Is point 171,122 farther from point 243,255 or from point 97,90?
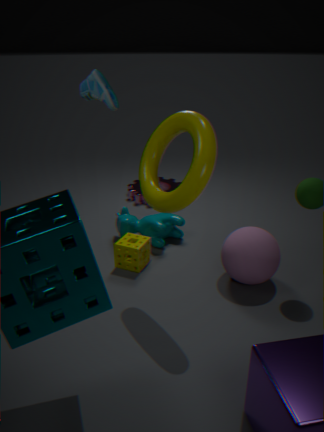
point 243,255
